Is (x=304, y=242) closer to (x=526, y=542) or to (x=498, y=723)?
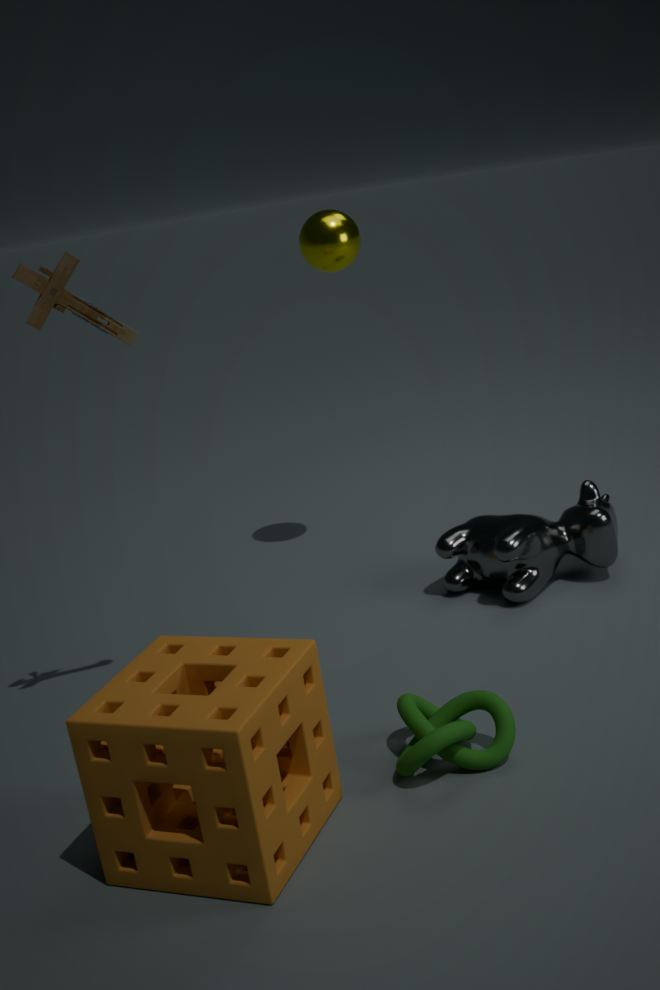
(x=526, y=542)
